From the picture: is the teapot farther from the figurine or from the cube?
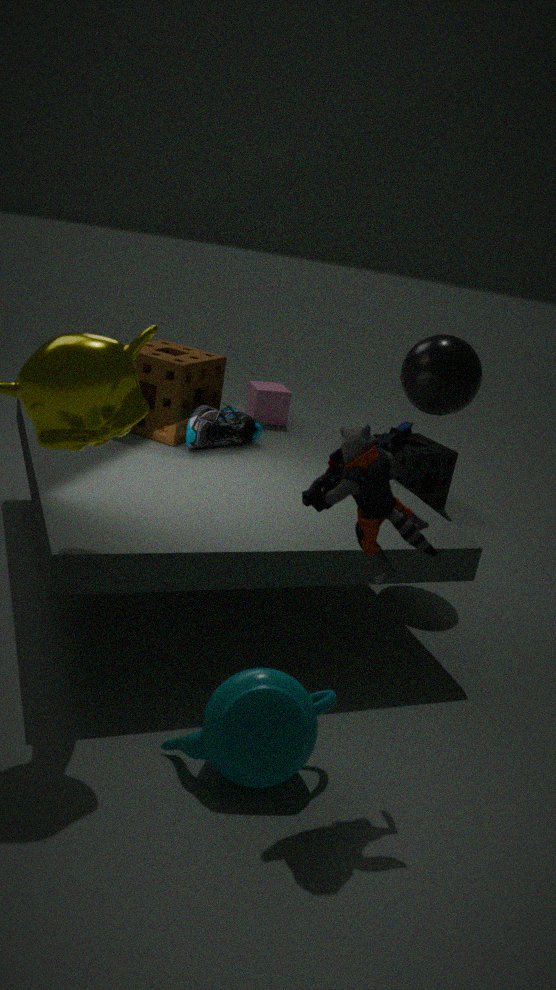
the cube
